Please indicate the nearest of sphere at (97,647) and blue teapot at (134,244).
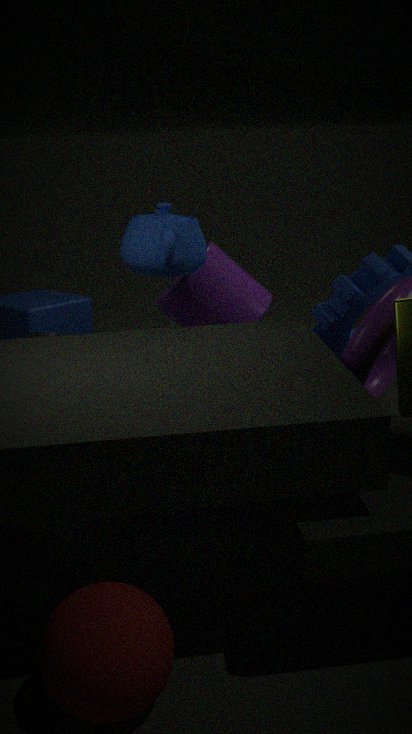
sphere at (97,647)
